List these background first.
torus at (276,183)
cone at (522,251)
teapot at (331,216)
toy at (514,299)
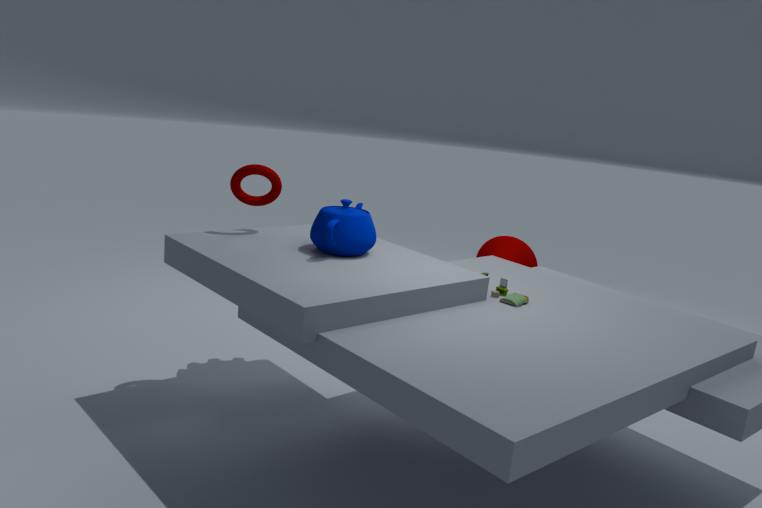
1. cone at (522,251)
2. torus at (276,183)
3. teapot at (331,216)
4. toy at (514,299)
